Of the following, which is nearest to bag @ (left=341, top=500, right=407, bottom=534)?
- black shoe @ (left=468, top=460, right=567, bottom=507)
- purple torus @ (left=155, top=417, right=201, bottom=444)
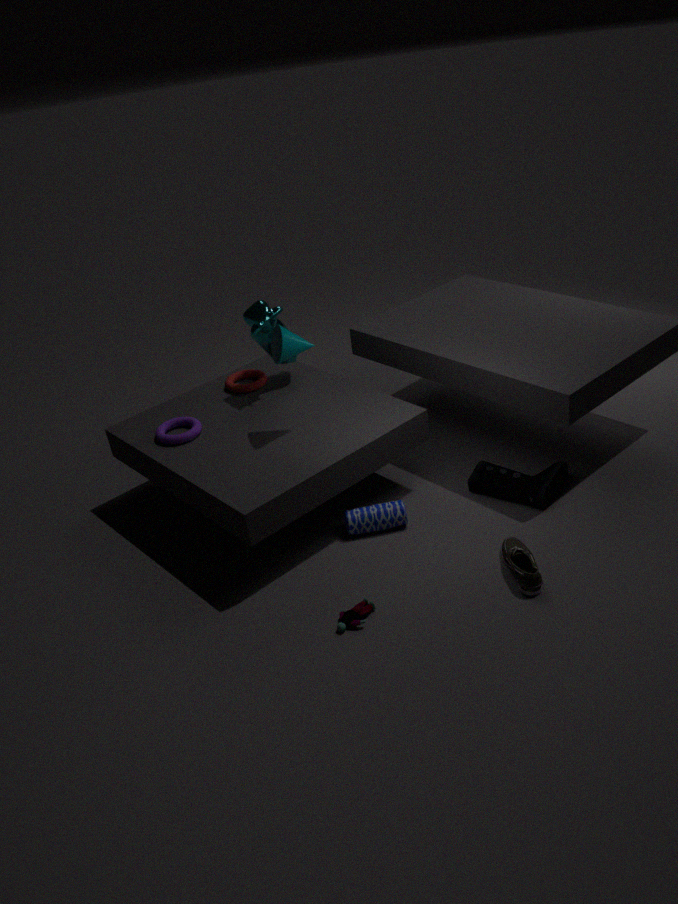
black shoe @ (left=468, top=460, right=567, bottom=507)
